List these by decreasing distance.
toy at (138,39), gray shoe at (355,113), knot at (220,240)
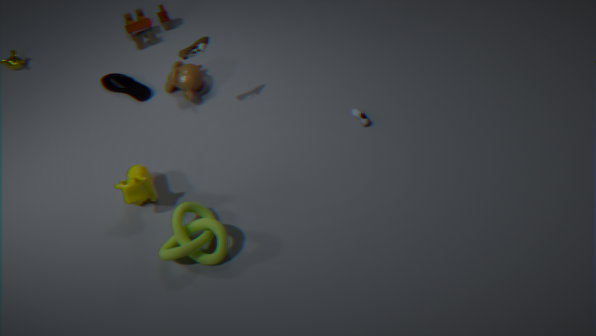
toy at (138,39)
gray shoe at (355,113)
knot at (220,240)
